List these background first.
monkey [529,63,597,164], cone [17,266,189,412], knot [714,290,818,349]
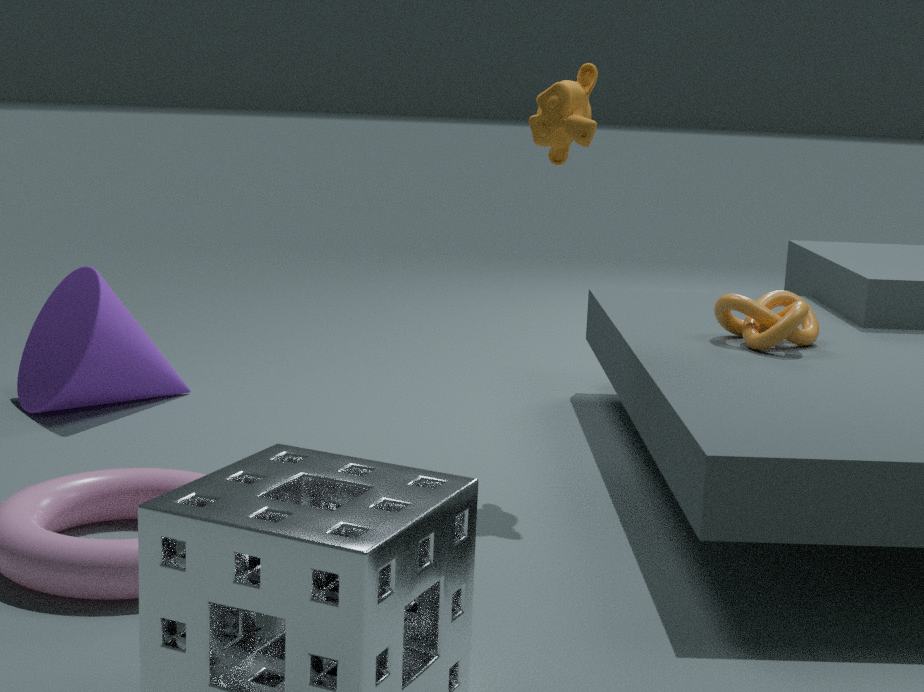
cone [17,266,189,412] < knot [714,290,818,349] < monkey [529,63,597,164]
